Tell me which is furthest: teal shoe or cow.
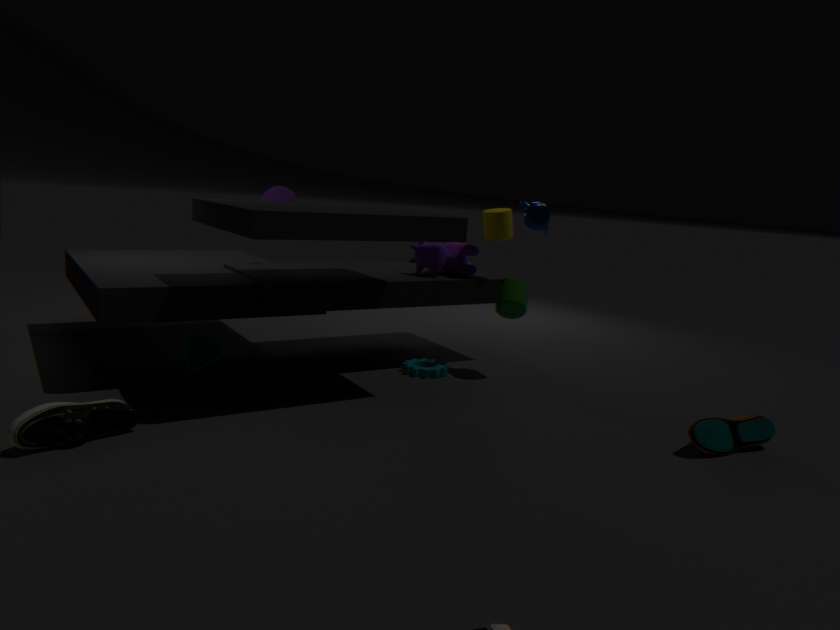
cow
